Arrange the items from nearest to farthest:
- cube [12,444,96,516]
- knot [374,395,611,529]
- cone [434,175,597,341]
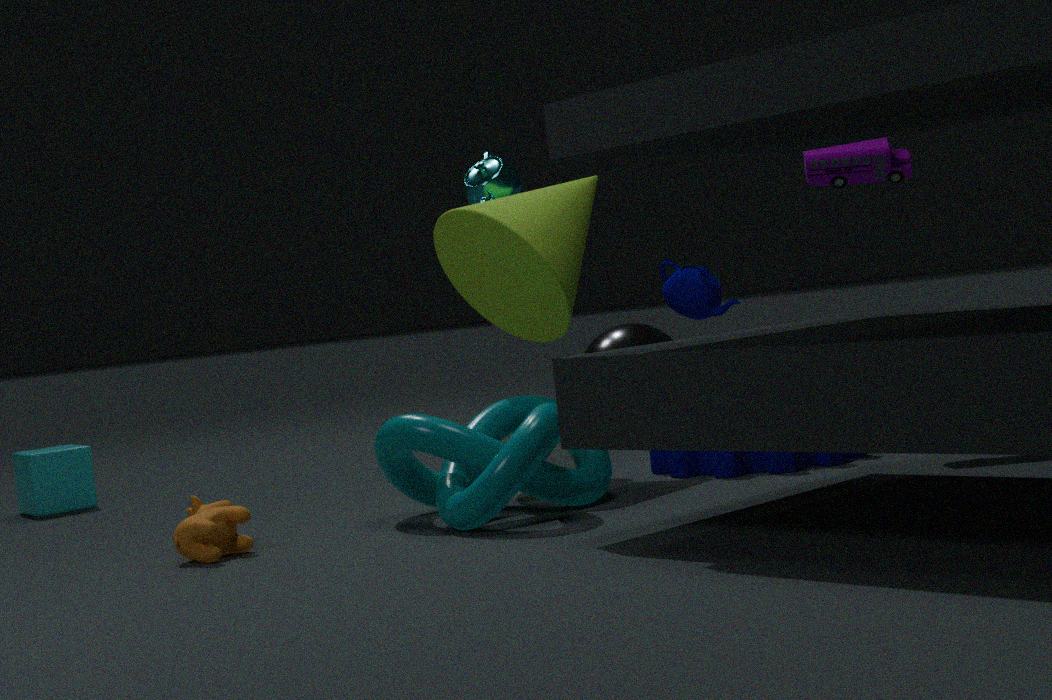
knot [374,395,611,529] → cone [434,175,597,341] → cube [12,444,96,516]
